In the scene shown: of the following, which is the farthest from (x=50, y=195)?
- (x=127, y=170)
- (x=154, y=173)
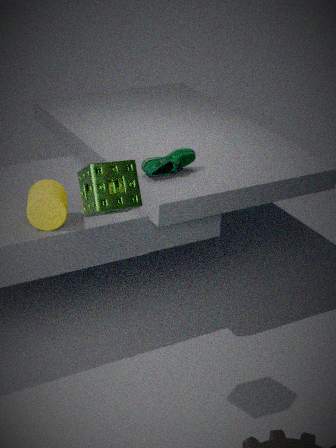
(x=154, y=173)
